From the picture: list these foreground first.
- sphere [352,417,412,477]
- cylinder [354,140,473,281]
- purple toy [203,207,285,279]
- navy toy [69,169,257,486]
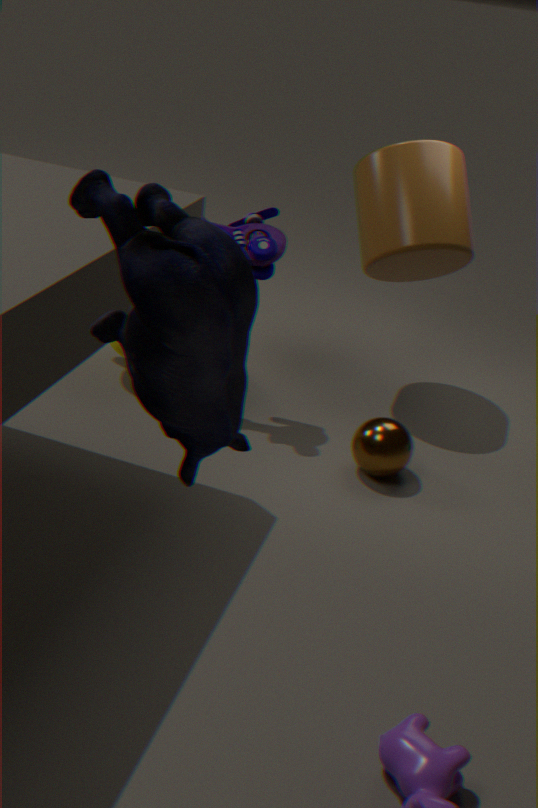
navy toy [69,169,257,486]
sphere [352,417,412,477]
purple toy [203,207,285,279]
cylinder [354,140,473,281]
